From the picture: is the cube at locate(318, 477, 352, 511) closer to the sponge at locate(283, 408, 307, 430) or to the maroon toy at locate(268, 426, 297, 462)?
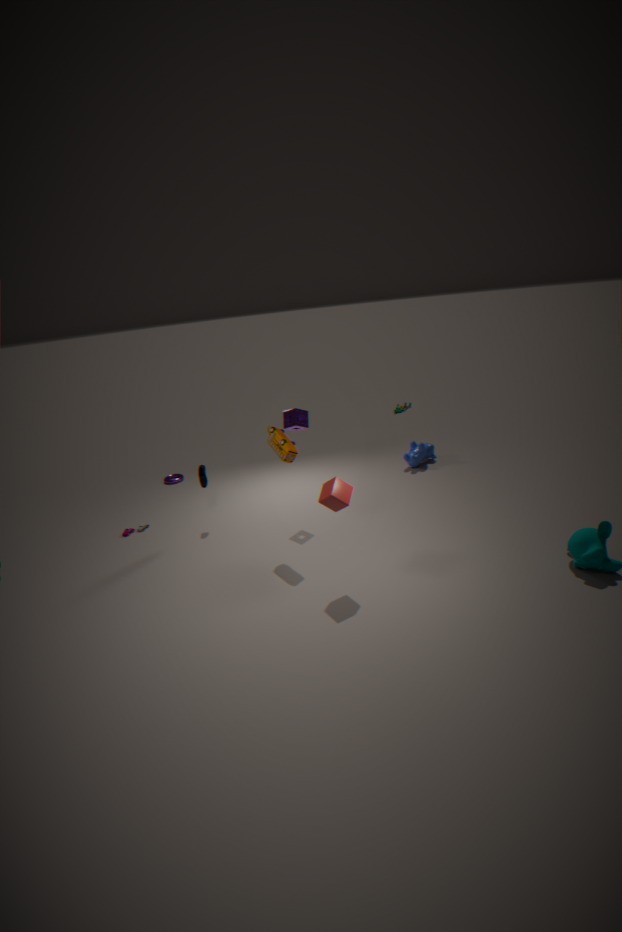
the maroon toy at locate(268, 426, 297, 462)
